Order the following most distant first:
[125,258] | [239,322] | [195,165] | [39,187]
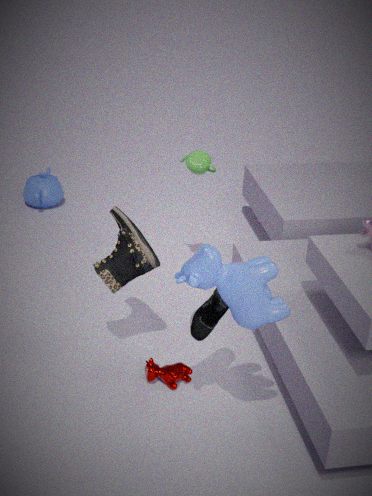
[39,187] → [195,165] → [125,258] → [239,322]
